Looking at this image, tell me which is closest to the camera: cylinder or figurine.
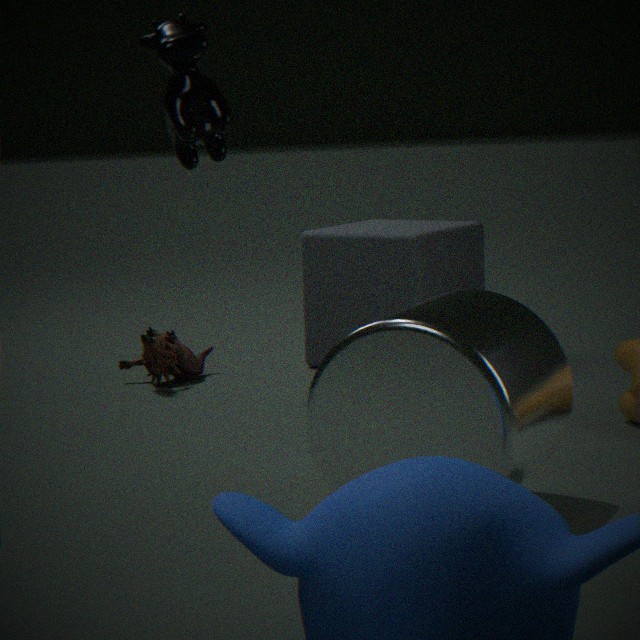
cylinder
